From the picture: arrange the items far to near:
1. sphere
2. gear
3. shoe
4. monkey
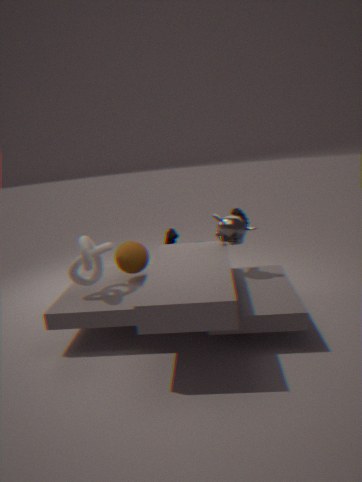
shoe
gear
monkey
sphere
